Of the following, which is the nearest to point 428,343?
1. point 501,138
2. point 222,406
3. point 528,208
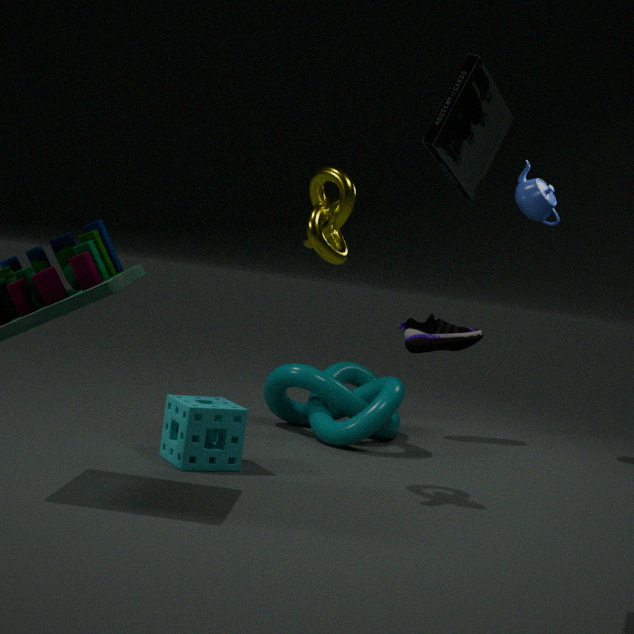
point 528,208
